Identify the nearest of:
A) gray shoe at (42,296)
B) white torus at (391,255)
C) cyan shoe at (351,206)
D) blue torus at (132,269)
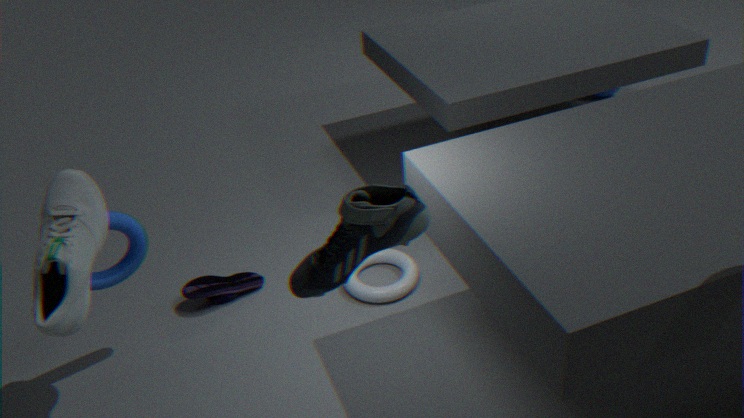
cyan shoe at (351,206)
